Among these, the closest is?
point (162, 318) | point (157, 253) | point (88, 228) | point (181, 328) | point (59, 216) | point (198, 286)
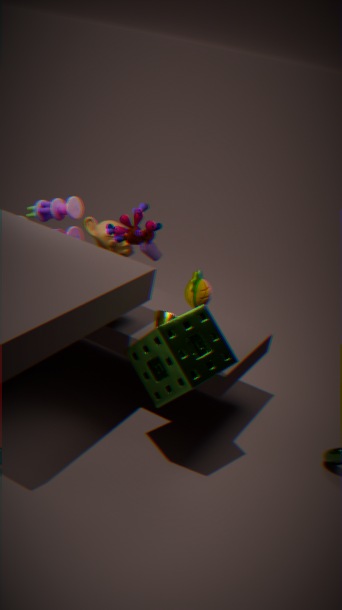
→ point (181, 328)
